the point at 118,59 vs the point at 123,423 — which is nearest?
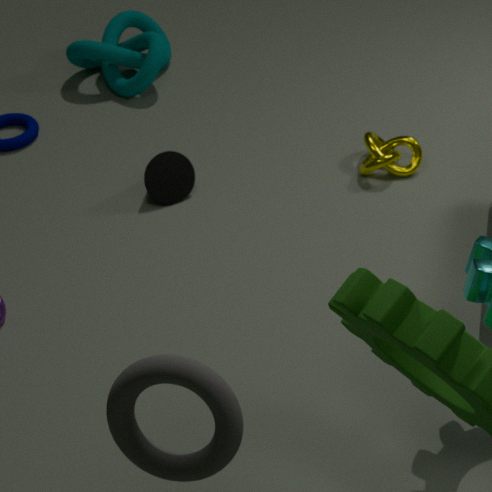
the point at 123,423
